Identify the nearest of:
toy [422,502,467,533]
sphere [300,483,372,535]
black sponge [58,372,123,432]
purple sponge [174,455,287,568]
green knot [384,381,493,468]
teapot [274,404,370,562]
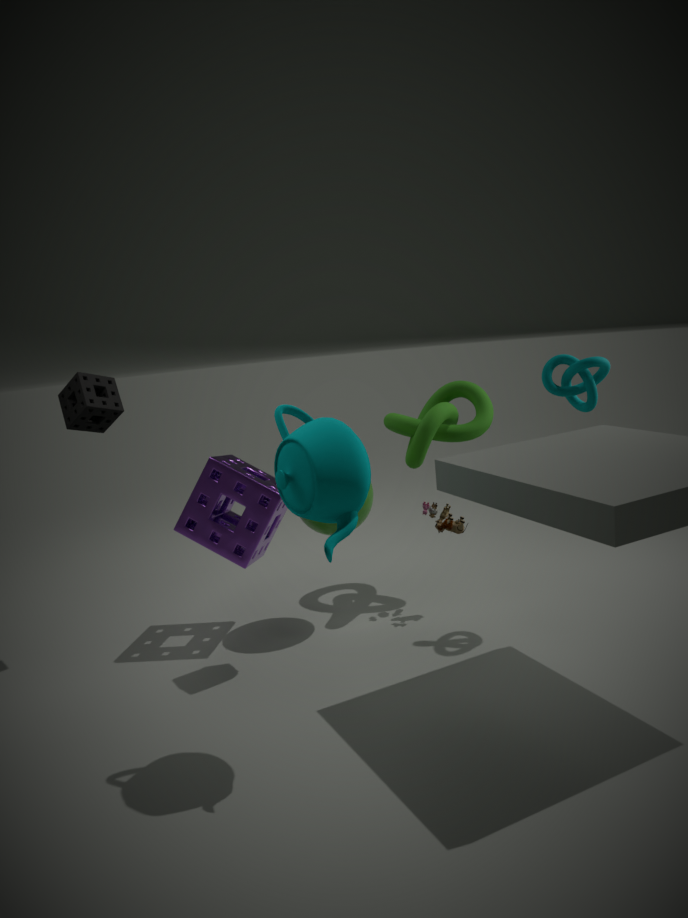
teapot [274,404,370,562]
